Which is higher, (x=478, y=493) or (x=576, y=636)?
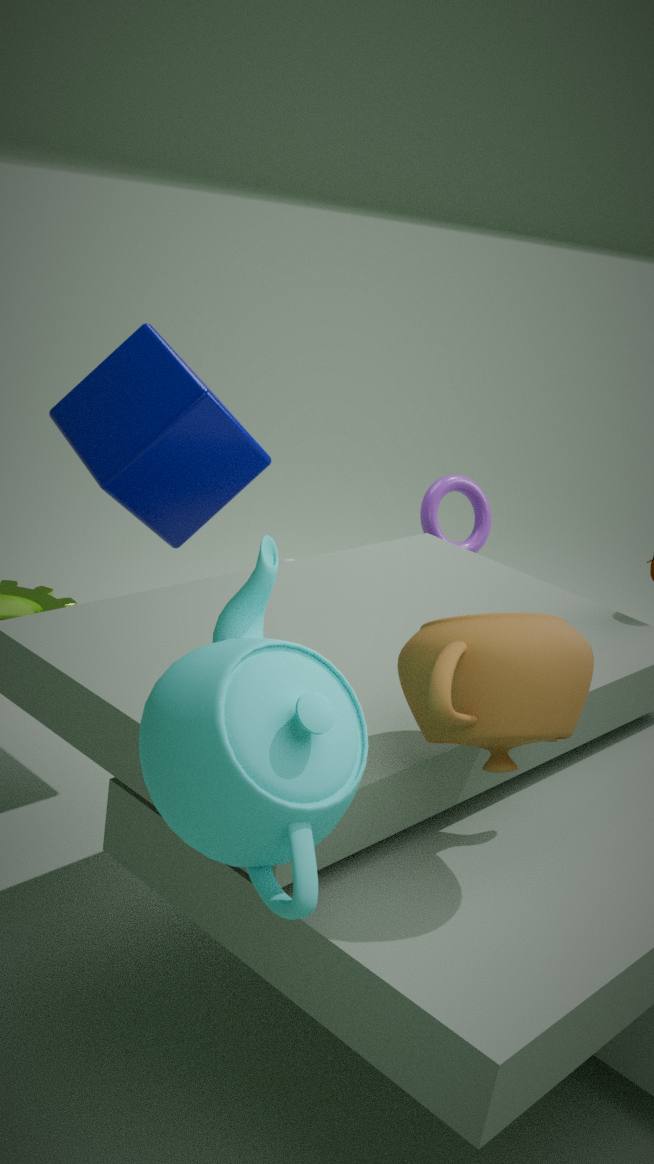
(x=576, y=636)
